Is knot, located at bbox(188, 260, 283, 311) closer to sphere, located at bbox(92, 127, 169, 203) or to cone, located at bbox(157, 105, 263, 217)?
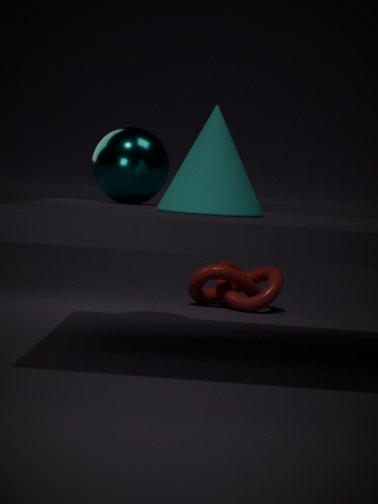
sphere, located at bbox(92, 127, 169, 203)
